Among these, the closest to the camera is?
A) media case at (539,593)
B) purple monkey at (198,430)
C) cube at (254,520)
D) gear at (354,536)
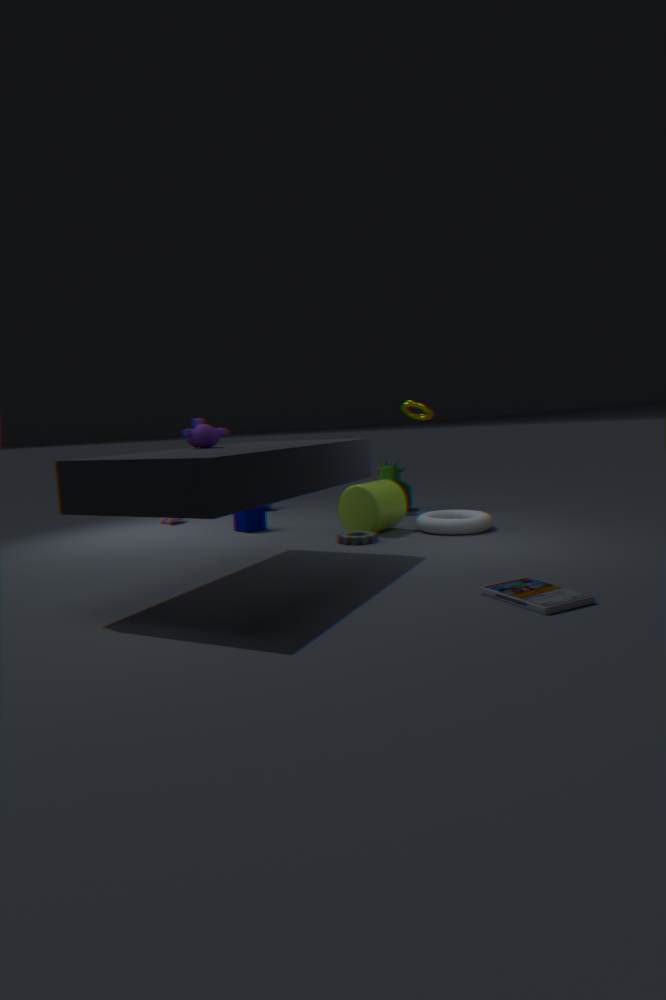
media case at (539,593)
